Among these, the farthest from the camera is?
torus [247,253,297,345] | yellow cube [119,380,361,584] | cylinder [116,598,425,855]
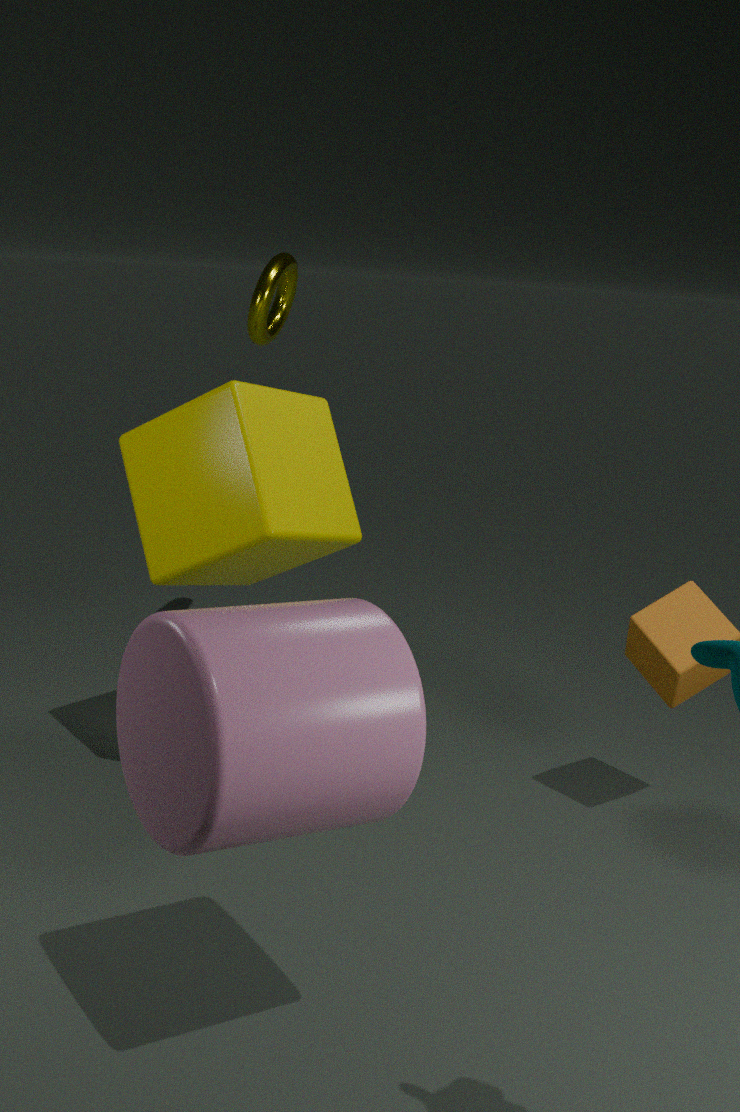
torus [247,253,297,345]
